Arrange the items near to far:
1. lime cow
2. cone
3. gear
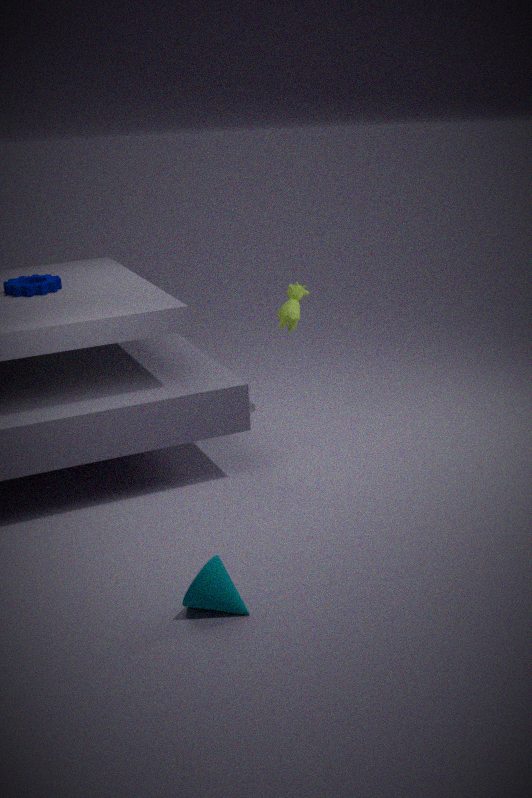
cone, gear, lime cow
